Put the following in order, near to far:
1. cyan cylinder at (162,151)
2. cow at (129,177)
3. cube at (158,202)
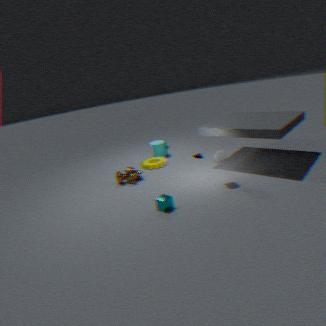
cube at (158,202) → cow at (129,177) → cyan cylinder at (162,151)
